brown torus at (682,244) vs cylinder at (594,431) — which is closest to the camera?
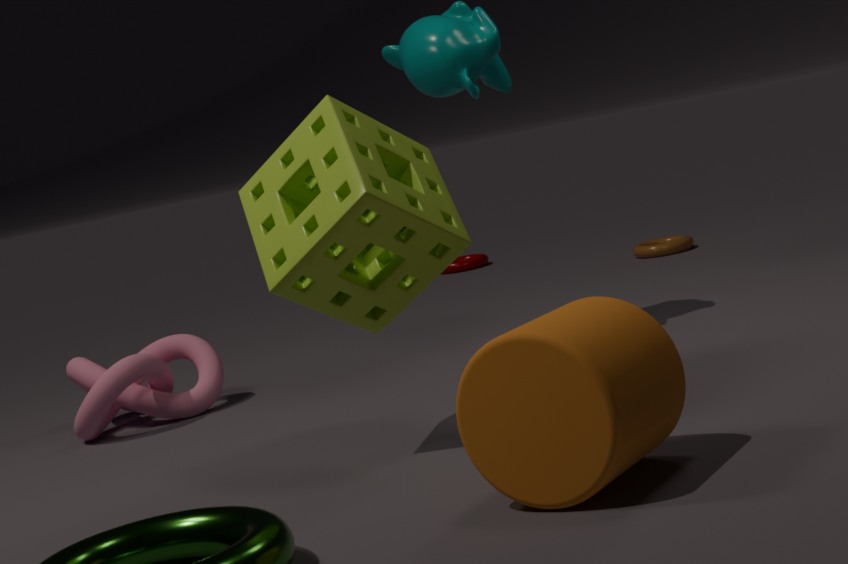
cylinder at (594,431)
